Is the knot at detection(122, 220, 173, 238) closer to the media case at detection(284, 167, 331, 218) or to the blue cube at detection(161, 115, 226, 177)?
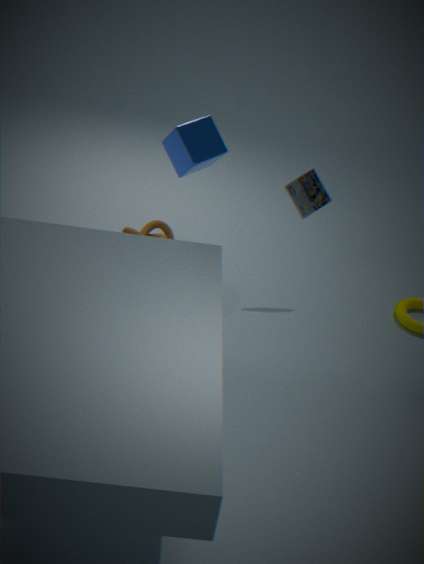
the blue cube at detection(161, 115, 226, 177)
